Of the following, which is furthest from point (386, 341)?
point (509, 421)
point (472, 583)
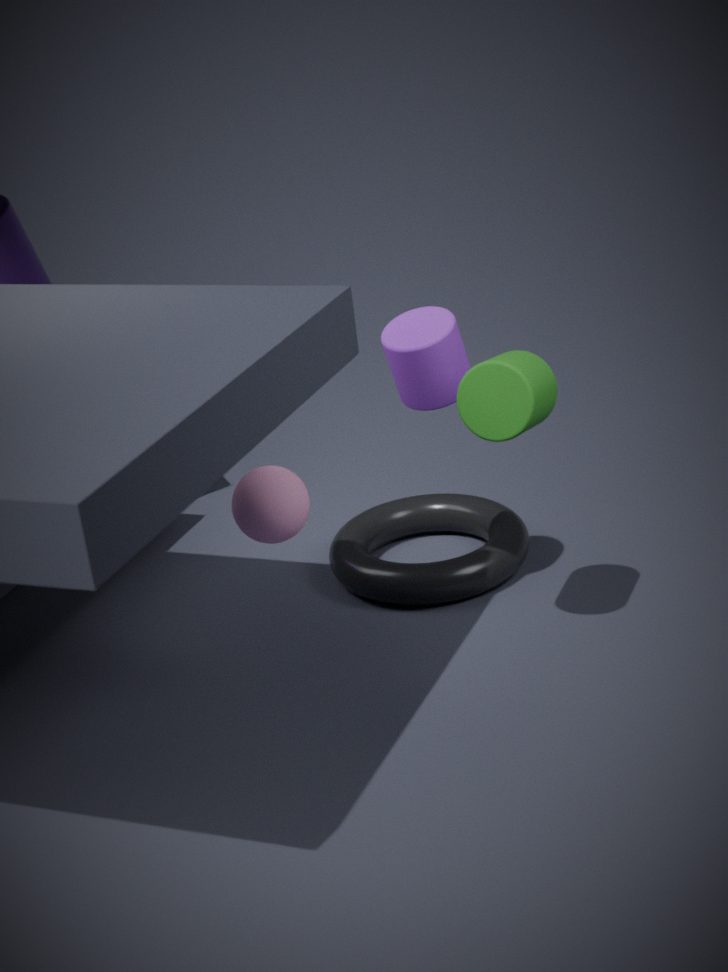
point (472, 583)
